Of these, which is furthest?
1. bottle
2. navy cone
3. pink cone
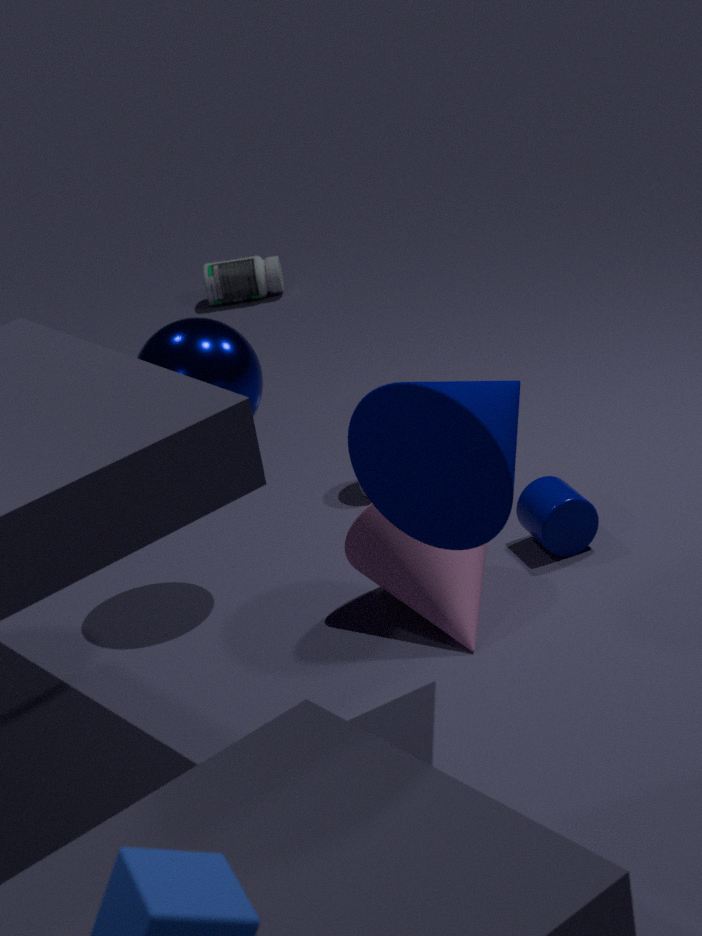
bottle
